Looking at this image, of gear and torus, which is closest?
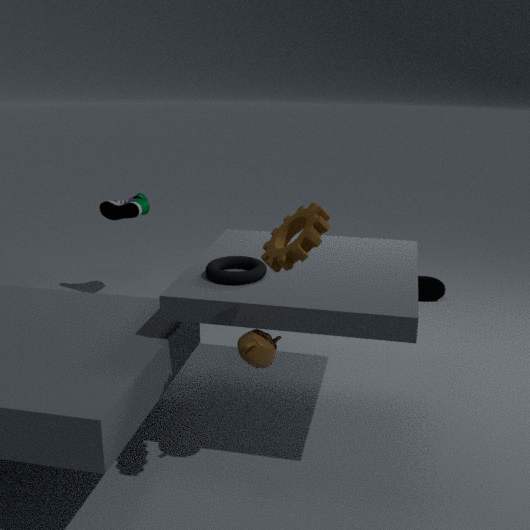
gear
